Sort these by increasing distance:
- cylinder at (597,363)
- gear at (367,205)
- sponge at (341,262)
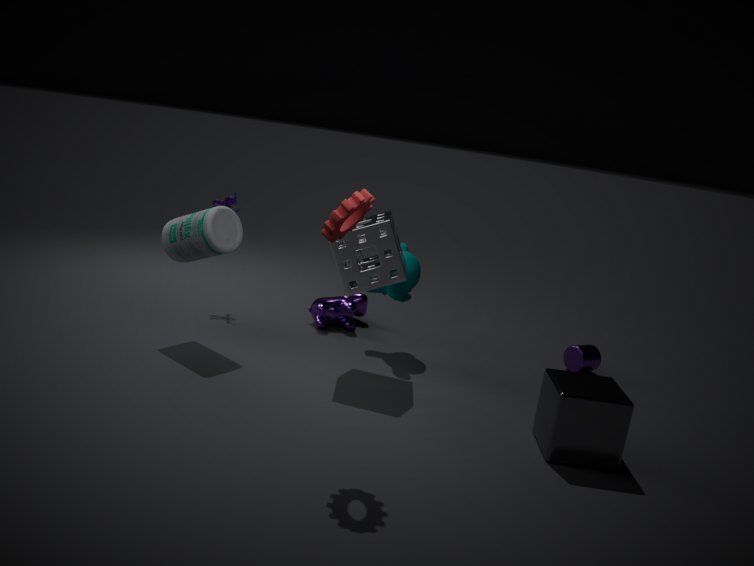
1. gear at (367,205)
2. sponge at (341,262)
3. cylinder at (597,363)
